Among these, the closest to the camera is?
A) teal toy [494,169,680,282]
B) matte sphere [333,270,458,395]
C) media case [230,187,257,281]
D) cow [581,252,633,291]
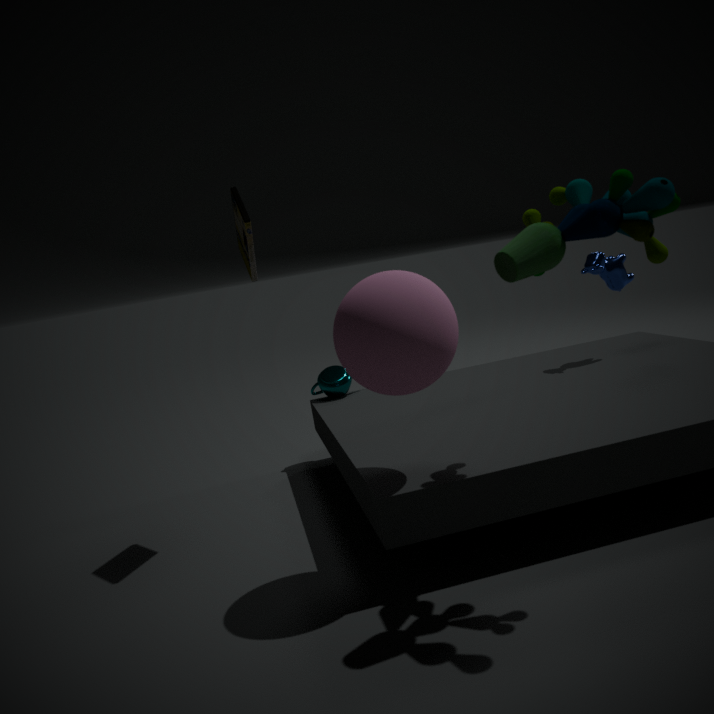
teal toy [494,169,680,282]
